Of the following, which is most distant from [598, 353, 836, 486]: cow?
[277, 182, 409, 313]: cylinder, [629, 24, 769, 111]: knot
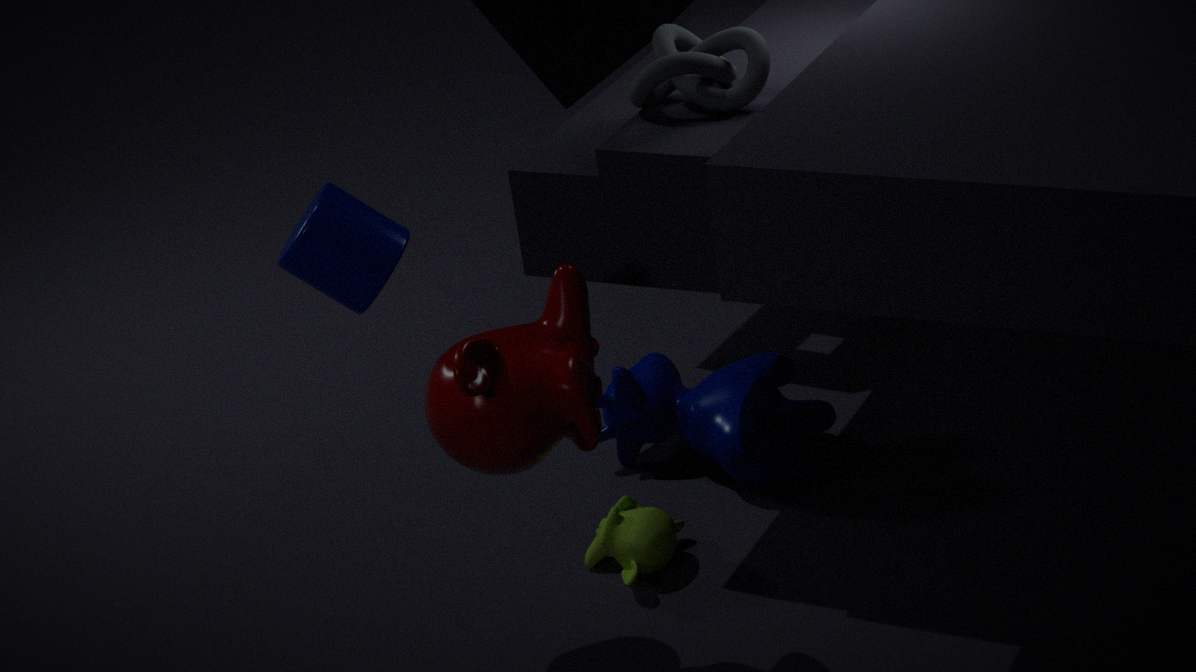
[277, 182, 409, 313]: cylinder
